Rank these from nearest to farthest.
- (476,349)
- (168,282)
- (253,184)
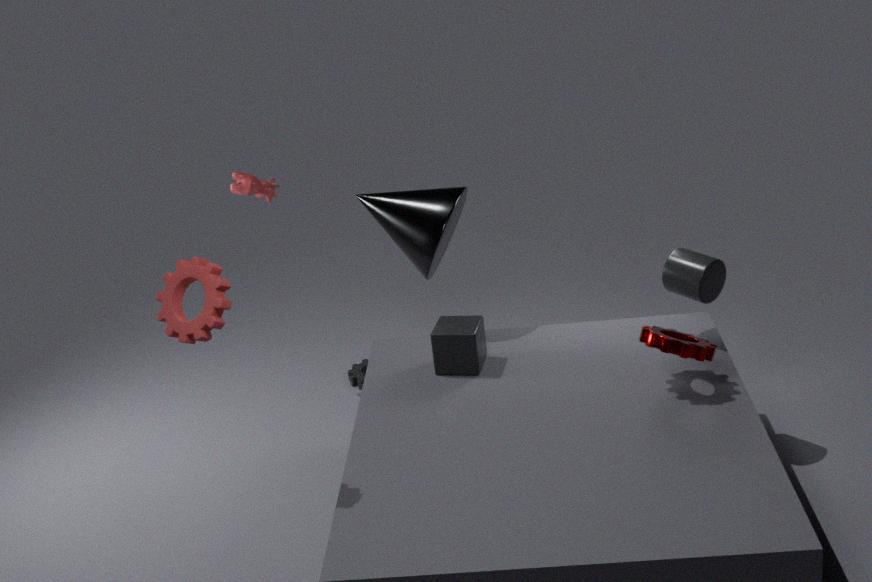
(168,282)
(476,349)
(253,184)
